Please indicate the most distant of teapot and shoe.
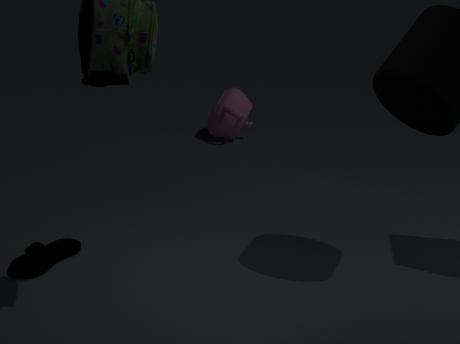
teapot
